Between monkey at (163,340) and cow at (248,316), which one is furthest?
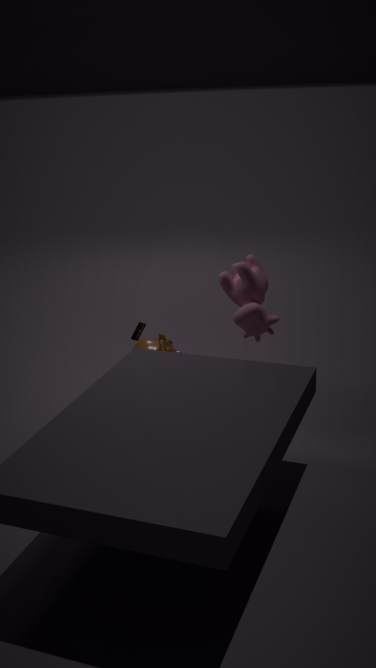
monkey at (163,340)
